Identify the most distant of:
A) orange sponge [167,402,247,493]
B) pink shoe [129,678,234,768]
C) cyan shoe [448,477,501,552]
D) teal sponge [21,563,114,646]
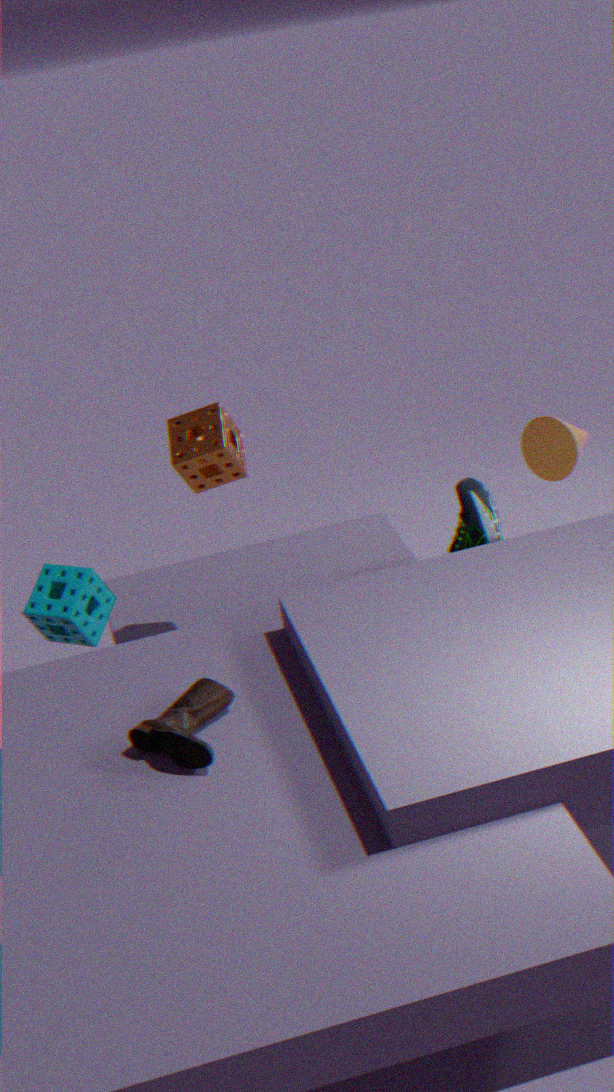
orange sponge [167,402,247,493]
